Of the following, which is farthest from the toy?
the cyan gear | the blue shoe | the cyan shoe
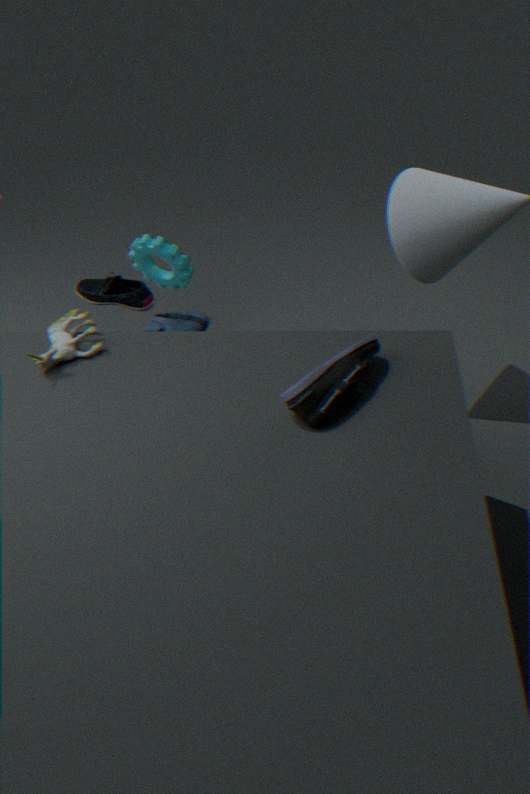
the cyan gear
